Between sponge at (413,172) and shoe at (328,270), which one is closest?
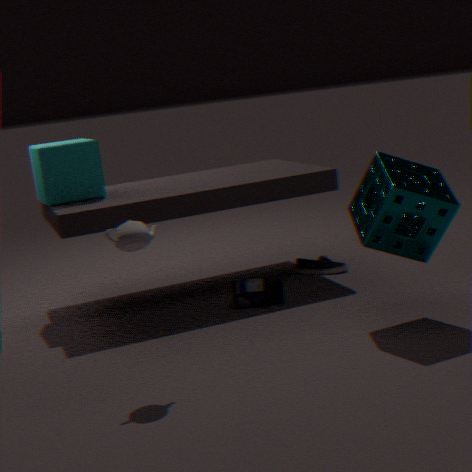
sponge at (413,172)
